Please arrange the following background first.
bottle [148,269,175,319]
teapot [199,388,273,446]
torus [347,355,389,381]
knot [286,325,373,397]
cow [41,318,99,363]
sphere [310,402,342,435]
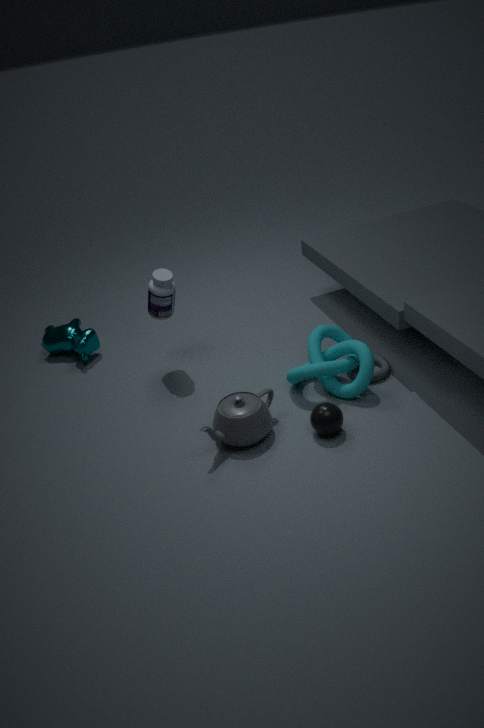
1. cow [41,318,99,363]
2. bottle [148,269,175,319]
3. torus [347,355,389,381]
4. knot [286,325,373,397]
5. teapot [199,388,273,446]
6. sphere [310,402,342,435]
